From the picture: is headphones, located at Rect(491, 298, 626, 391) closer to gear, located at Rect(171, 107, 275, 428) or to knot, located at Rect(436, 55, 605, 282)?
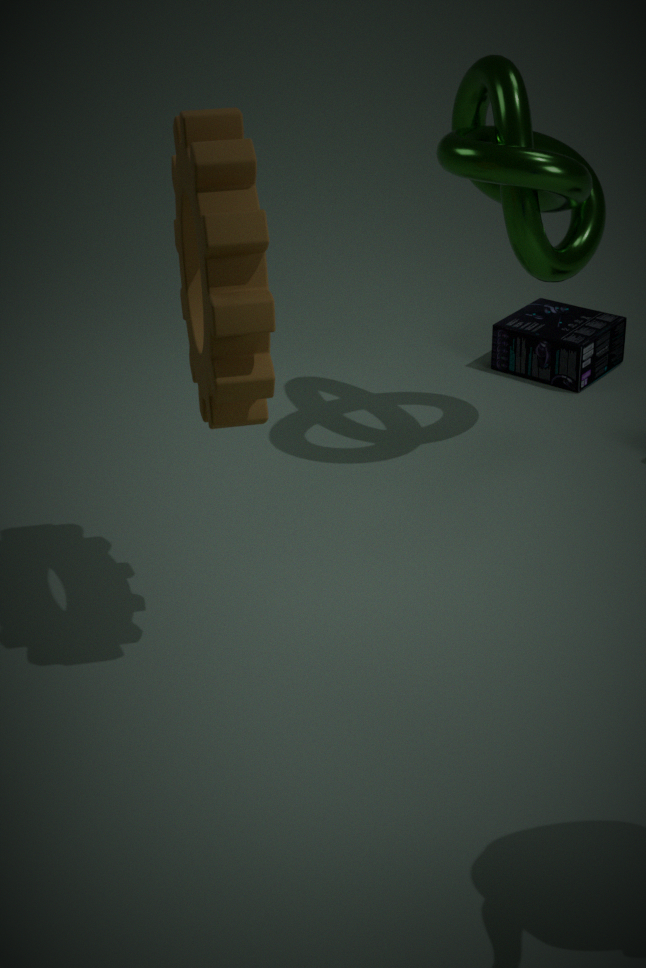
knot, located at Rect(436, 55, 605, 282)
